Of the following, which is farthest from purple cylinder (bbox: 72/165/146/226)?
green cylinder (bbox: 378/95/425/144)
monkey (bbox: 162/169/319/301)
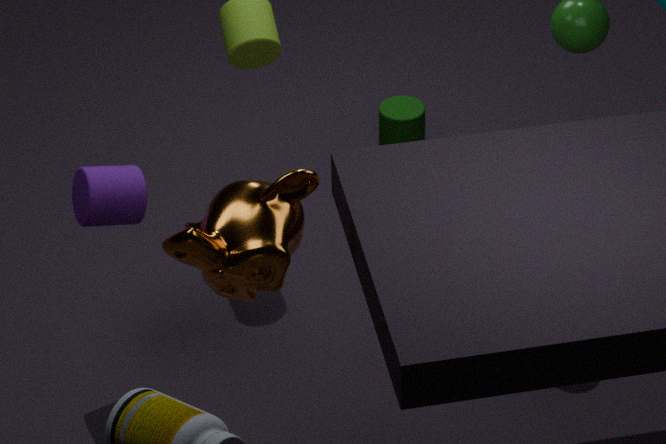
green cylinder (bbox: 378/95/425/144)
